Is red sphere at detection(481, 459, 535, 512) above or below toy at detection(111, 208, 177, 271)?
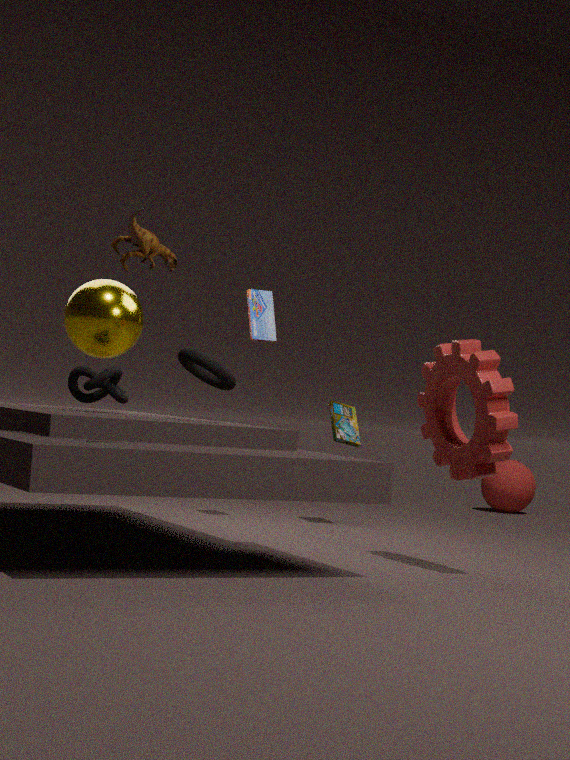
below
